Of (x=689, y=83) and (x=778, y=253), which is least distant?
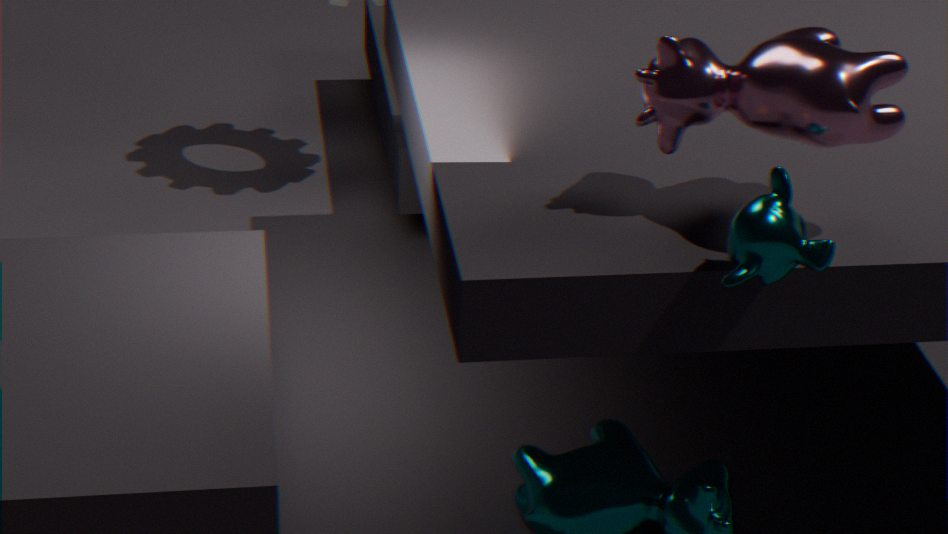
(x=778, y=253)
